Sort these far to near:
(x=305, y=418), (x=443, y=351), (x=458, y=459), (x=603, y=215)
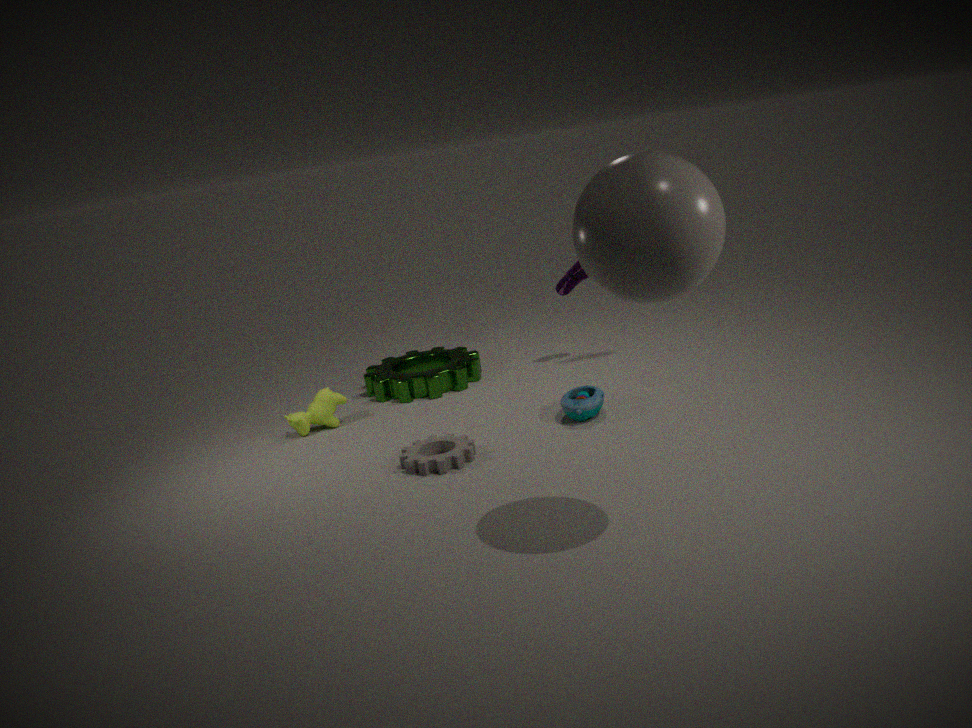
(x=443, y=351) → (x=305, y=418) → (x=458, y=459) → (x=603, y=215)
